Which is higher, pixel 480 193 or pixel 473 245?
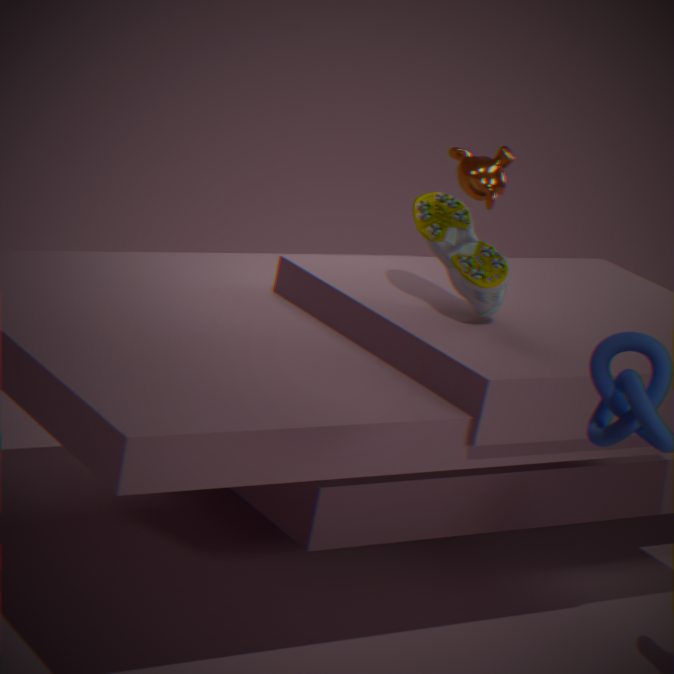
pixel 473 245
